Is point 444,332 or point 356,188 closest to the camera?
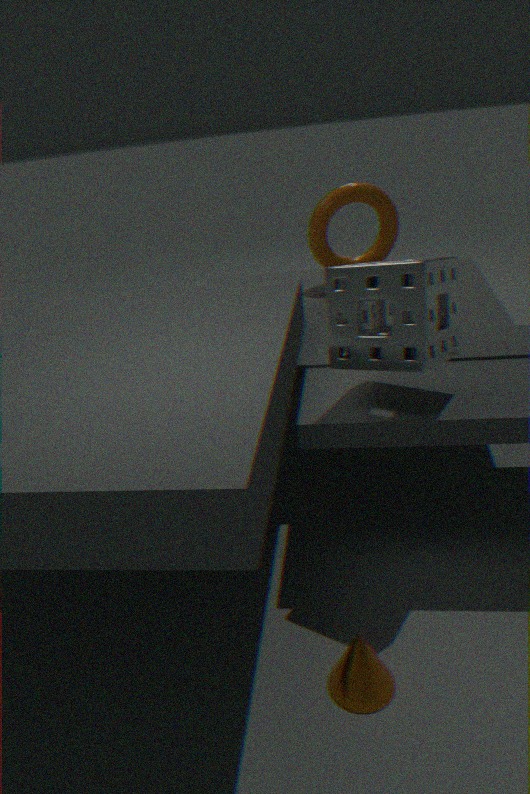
point 444,332
